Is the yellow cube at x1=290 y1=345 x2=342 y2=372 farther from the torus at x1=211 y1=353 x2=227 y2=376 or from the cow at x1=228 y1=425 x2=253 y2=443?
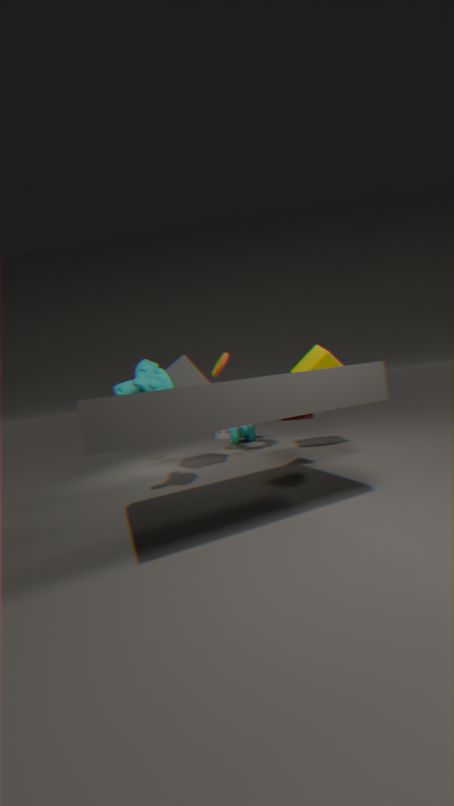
the cow at x1=228 y1=425 x2=253 y2=443
